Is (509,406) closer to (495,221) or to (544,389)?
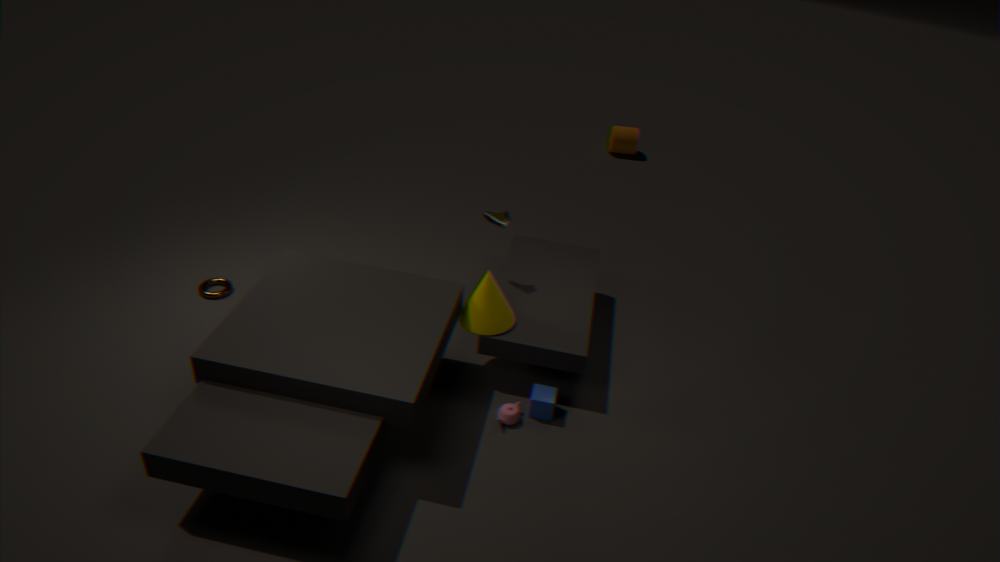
(544,389)
